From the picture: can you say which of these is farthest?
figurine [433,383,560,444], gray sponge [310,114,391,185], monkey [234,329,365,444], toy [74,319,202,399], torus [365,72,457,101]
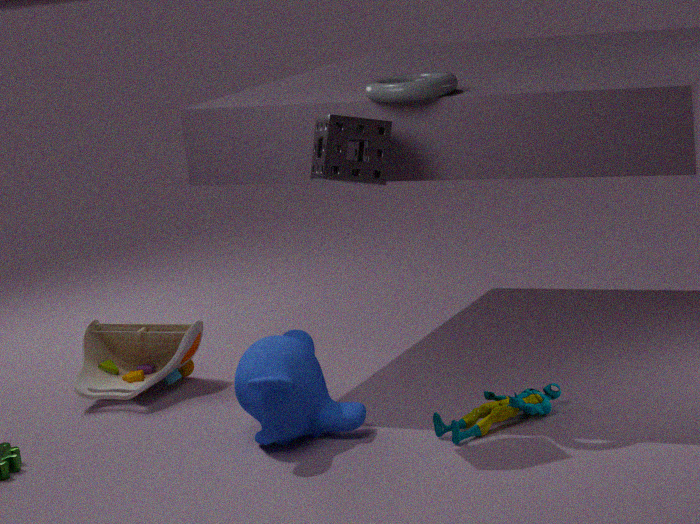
toy [74,319,202,399]
